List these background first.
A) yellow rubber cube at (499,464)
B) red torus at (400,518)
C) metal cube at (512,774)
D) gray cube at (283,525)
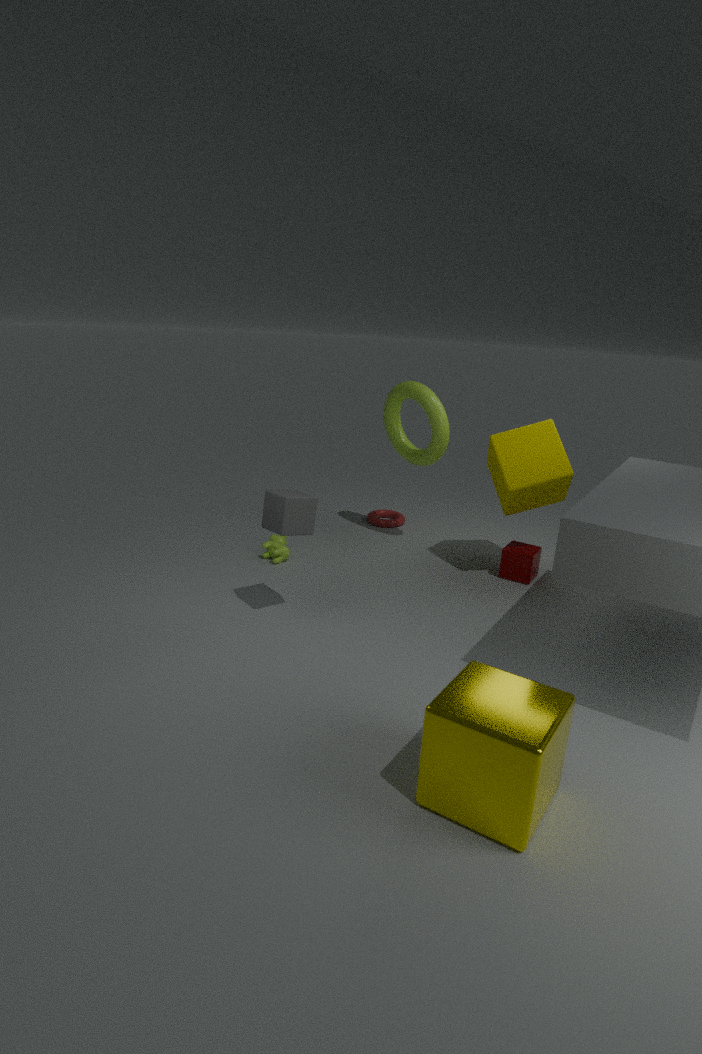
red torus at (400,518)
yellow rubber cube at (499,464)
gray cube at (283,525)
metal cube at (512,774)
